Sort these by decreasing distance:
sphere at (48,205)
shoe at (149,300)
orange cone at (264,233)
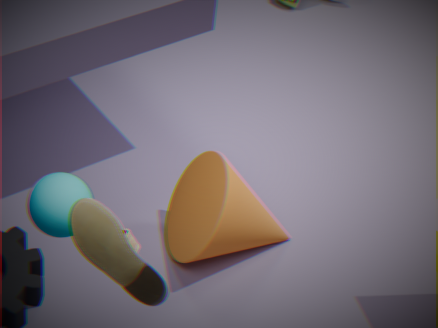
orange cone at (264,233) → sphere at (48,205) → shoe at (149,300)
